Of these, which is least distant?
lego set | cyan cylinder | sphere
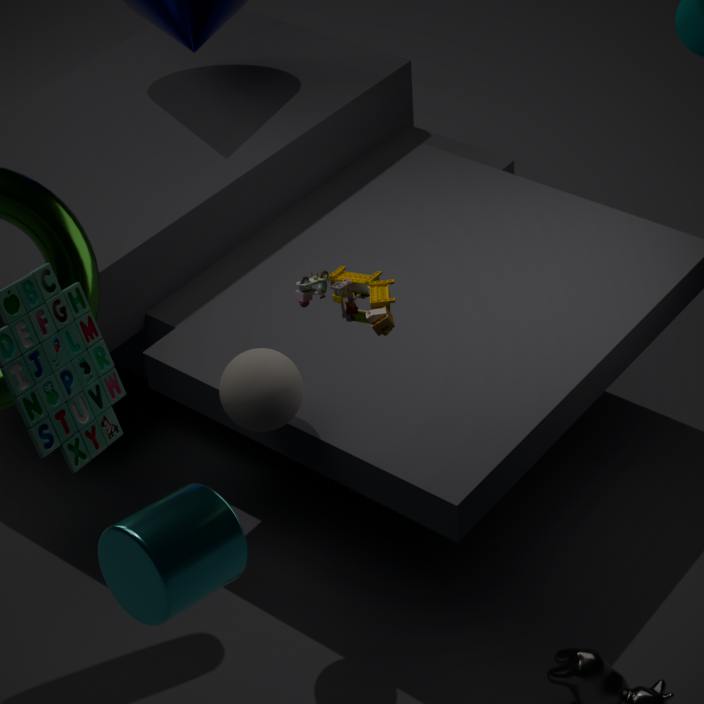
lego set
